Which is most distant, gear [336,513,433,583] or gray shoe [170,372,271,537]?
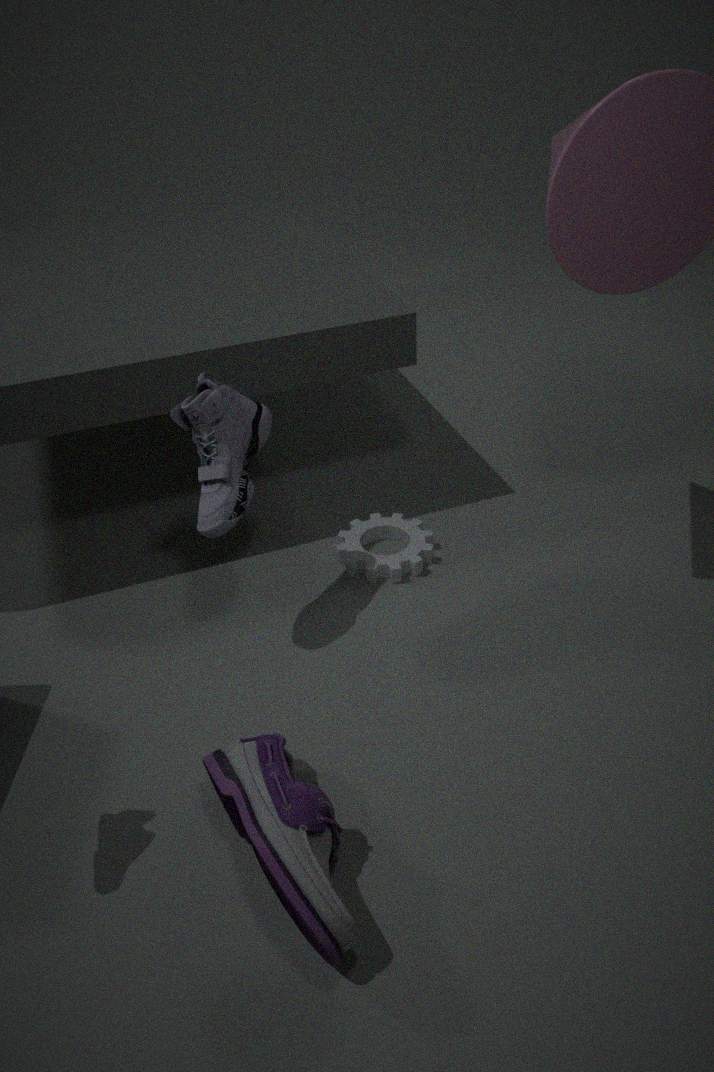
gear [336,513,433,583]
